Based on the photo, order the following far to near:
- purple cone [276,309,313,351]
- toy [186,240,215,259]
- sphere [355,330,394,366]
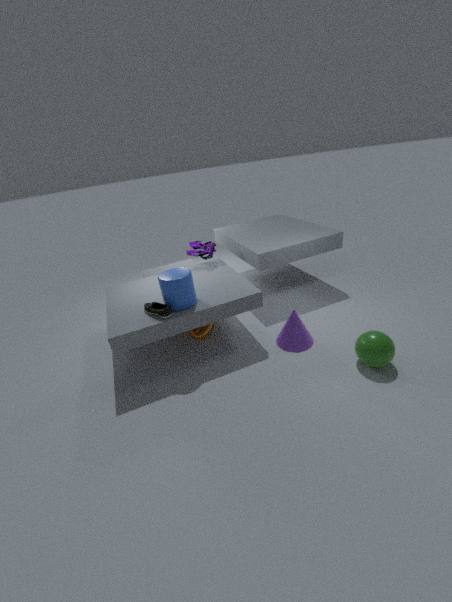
toy [186,240,215,259], purple cone [276,309,313,351], sphere [355,330,394,366]
